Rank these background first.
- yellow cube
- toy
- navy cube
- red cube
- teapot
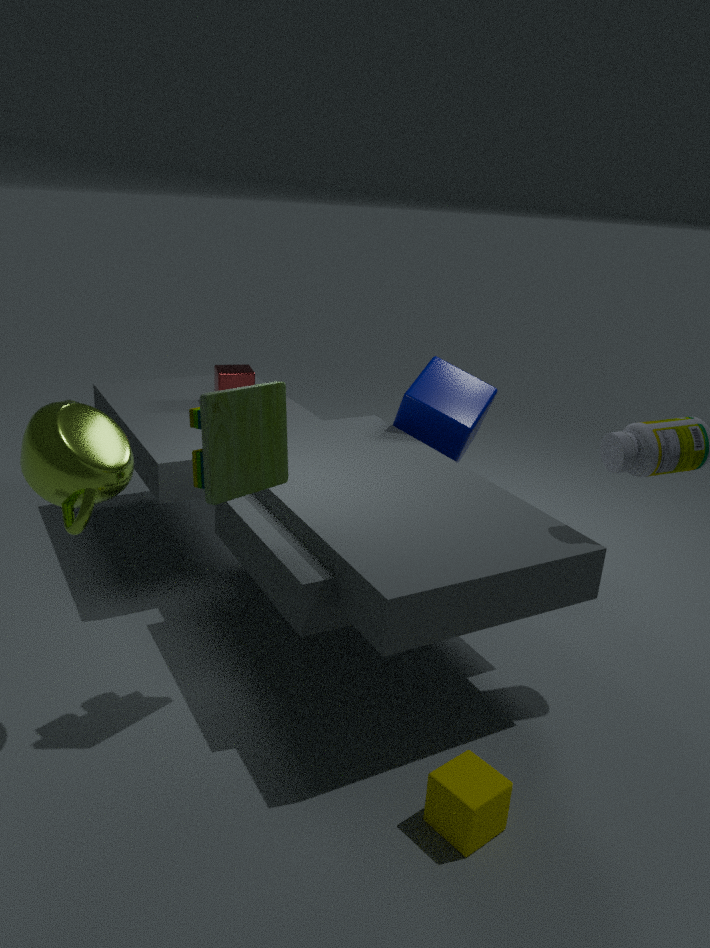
red cube → navy cube → toy → yellow cube → teapot
